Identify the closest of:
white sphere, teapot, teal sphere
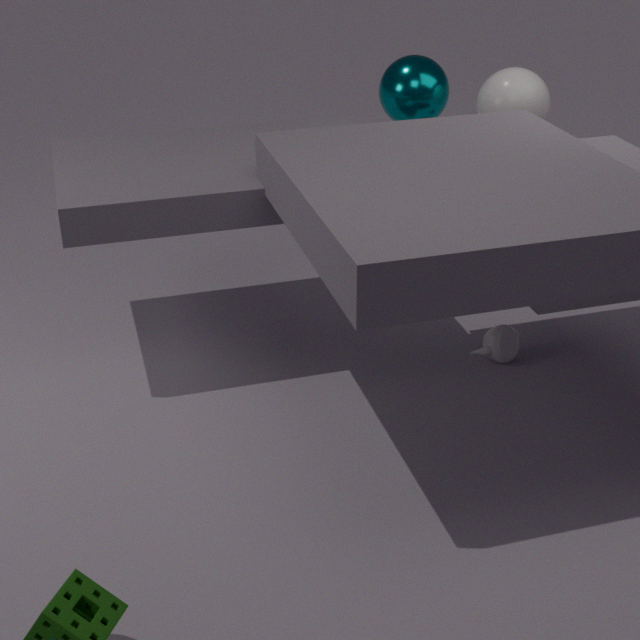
teapot
